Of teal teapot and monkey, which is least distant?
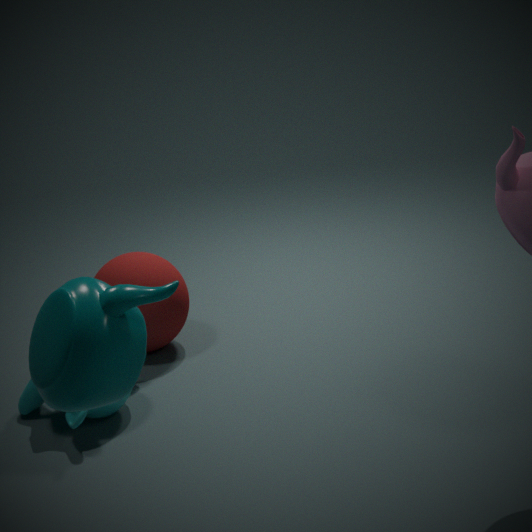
teal teapot
